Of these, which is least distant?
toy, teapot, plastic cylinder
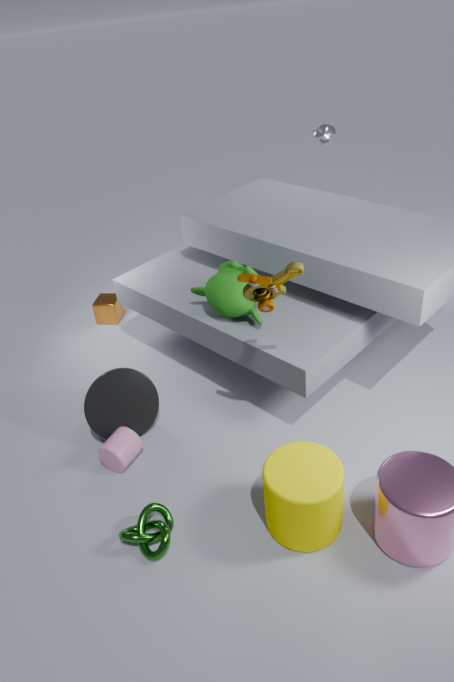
toy
